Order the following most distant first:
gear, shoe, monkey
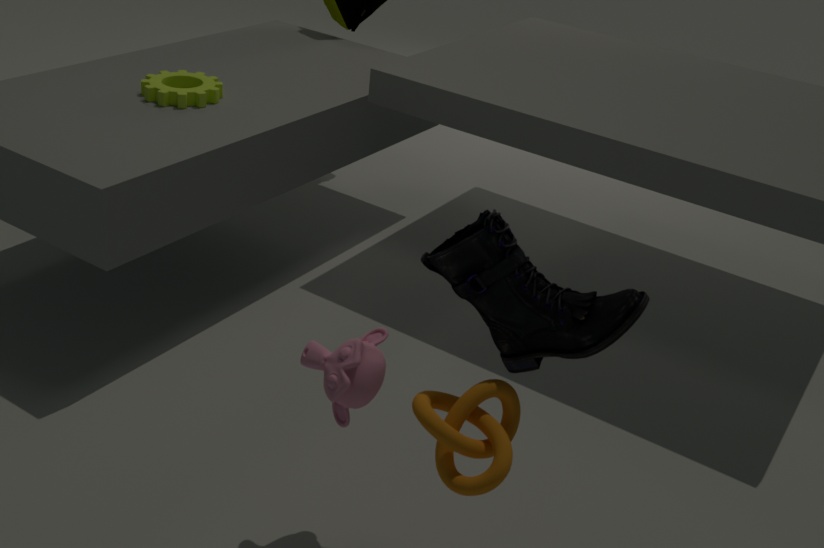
gear < monkey < shoe
